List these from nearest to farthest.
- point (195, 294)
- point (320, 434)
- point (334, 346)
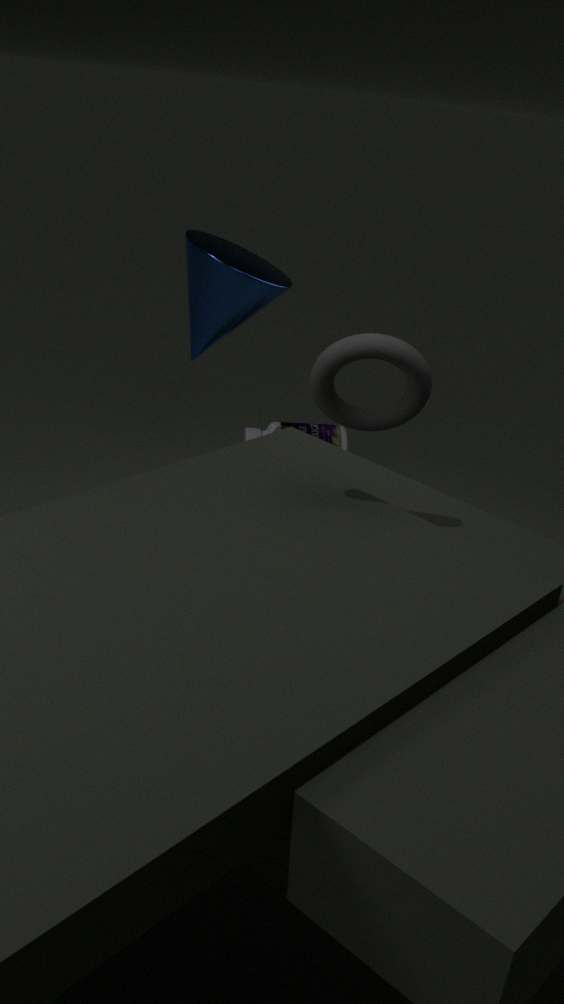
point (334, 346) < point (195, 294) < point (320, 434)
